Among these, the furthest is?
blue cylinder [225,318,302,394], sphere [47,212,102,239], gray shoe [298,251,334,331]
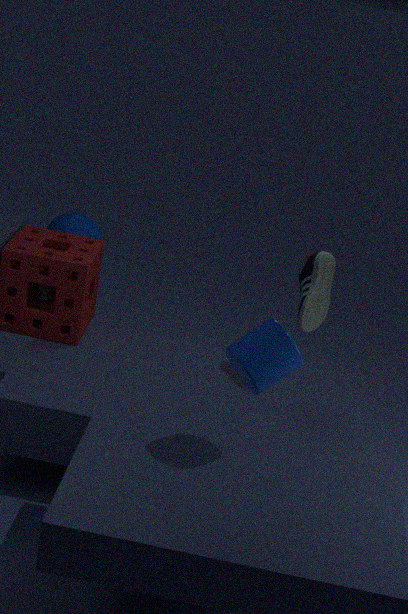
sphere [47,212,102,239]
